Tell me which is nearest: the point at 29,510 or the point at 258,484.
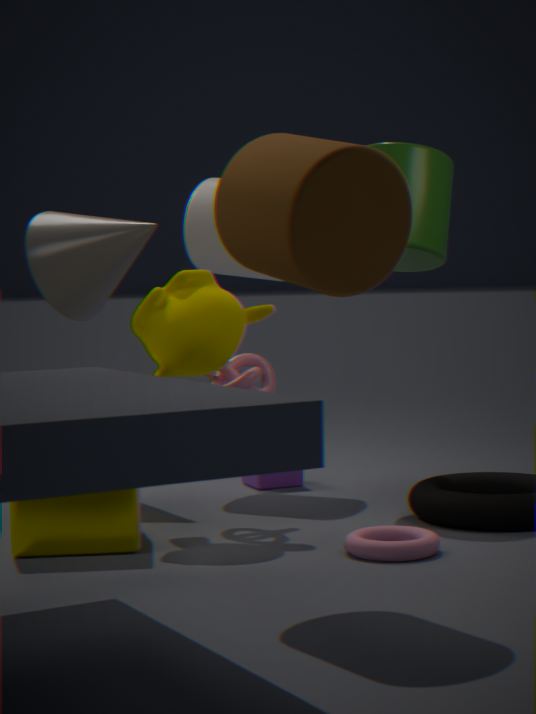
the point at 29,510
